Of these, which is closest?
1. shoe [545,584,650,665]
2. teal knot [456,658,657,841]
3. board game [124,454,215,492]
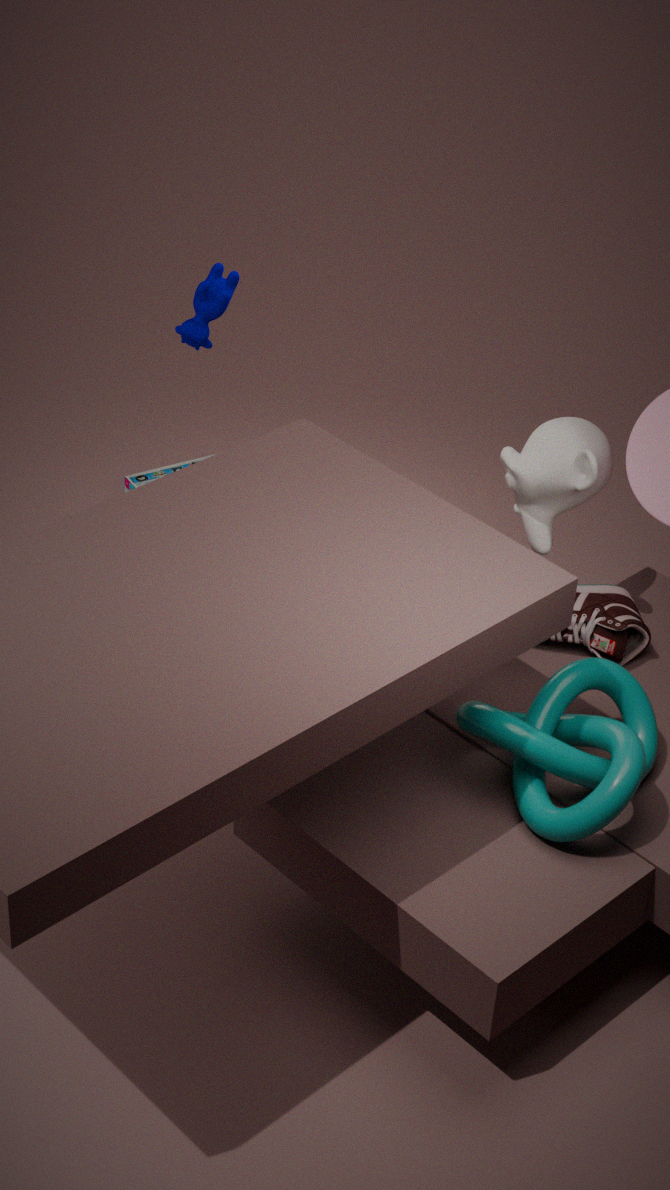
teal knot [456,658,657,841]
